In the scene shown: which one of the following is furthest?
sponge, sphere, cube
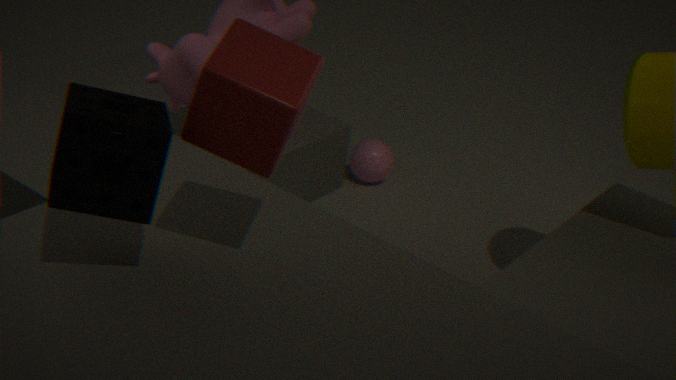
sphere
